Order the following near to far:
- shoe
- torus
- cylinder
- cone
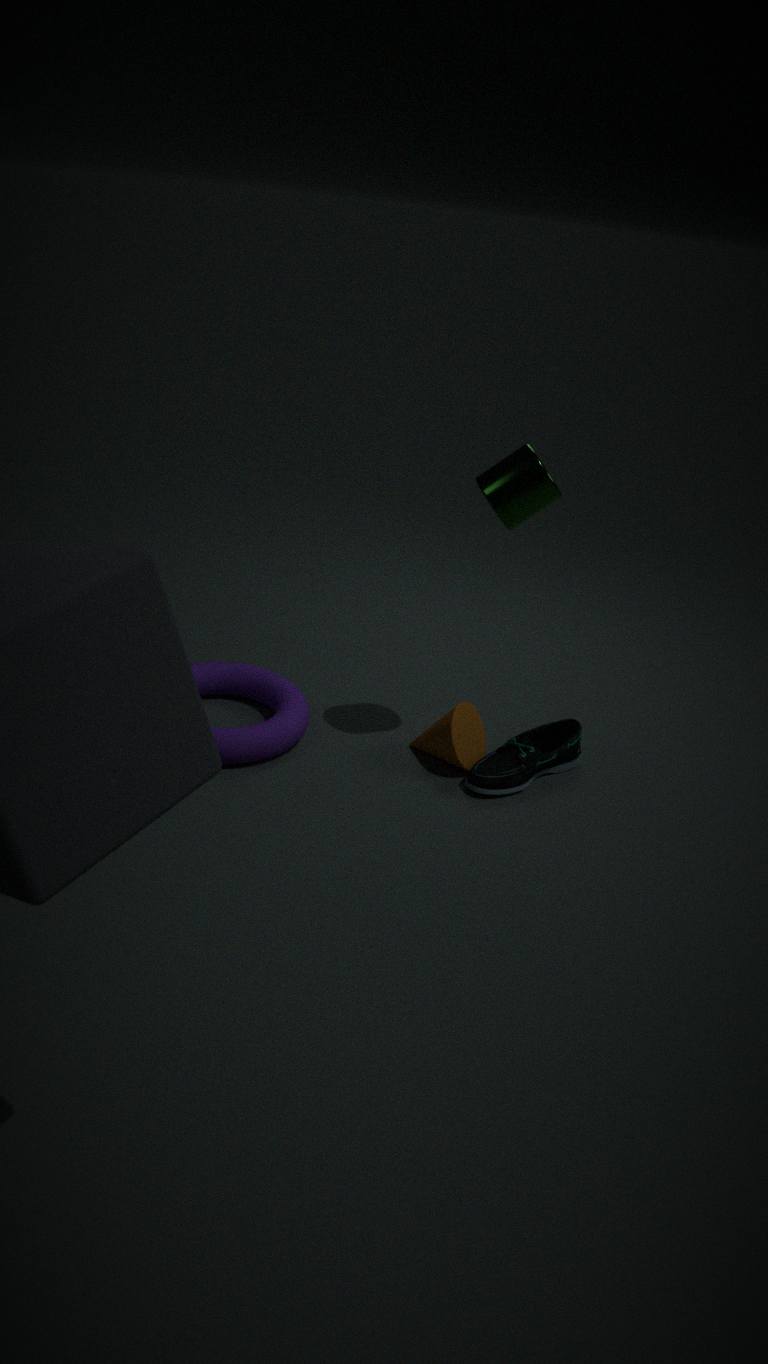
cylinder
torus
shoe
cone
